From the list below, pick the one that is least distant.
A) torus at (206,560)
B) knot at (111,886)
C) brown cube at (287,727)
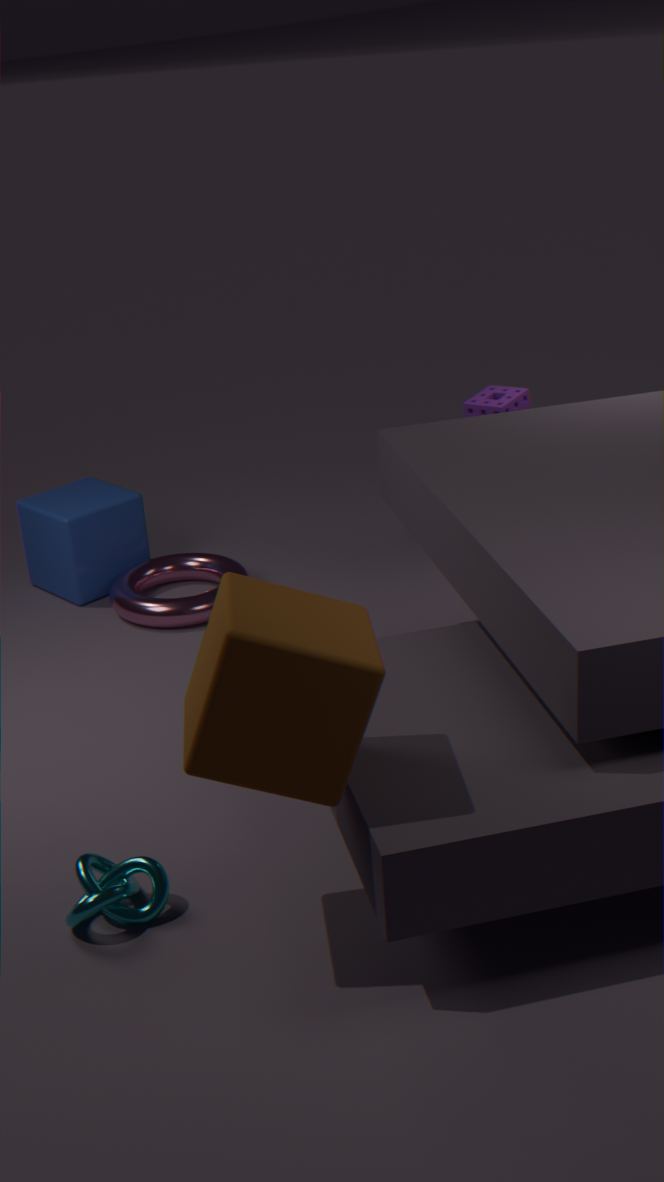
brown cube at (287,727)
